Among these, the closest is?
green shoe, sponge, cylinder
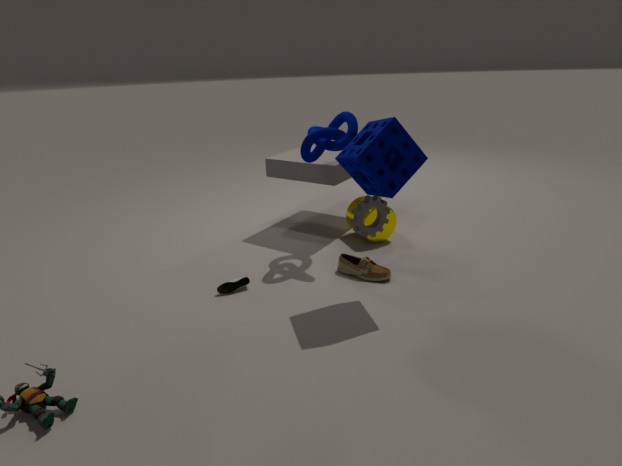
sponge
